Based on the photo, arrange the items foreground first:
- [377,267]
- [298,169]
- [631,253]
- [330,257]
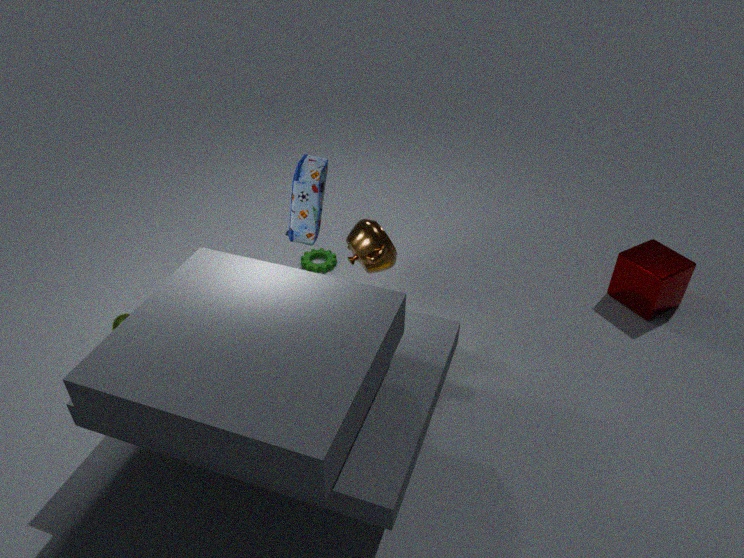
[298,169] < [377,267] < [631,253] < [330,257]
